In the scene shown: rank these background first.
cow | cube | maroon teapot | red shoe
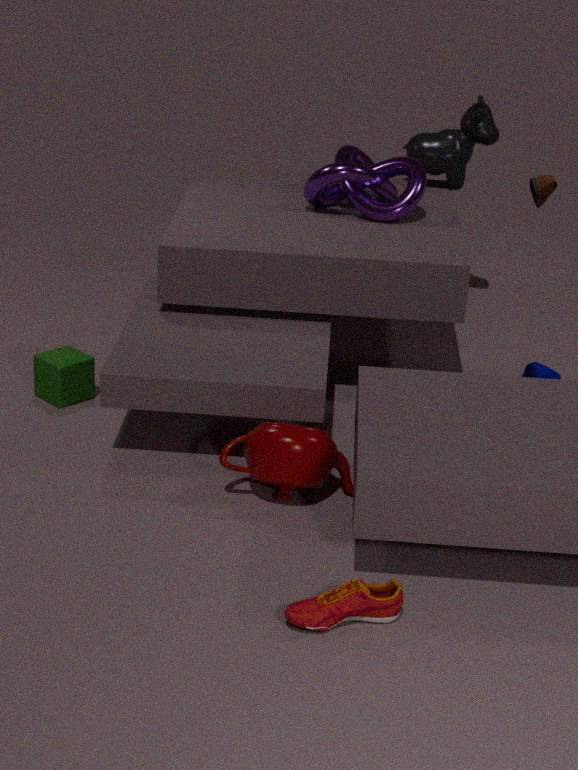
cow
cube
maroon teapot
red shoe
